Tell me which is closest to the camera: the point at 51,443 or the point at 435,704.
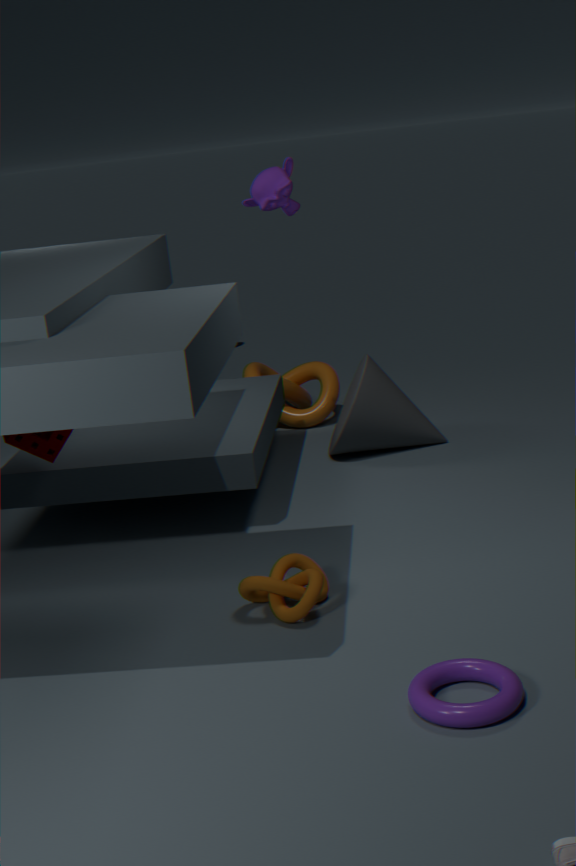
the point at 435,704
